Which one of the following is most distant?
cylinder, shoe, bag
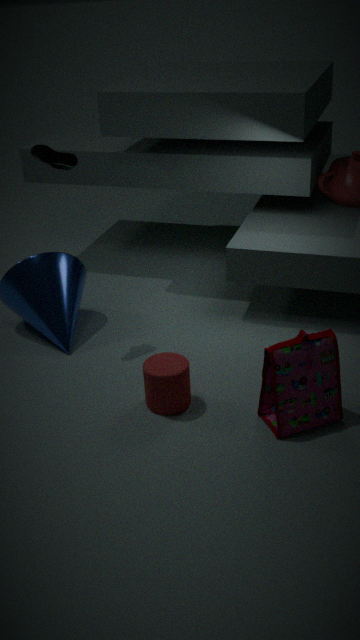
shoe
